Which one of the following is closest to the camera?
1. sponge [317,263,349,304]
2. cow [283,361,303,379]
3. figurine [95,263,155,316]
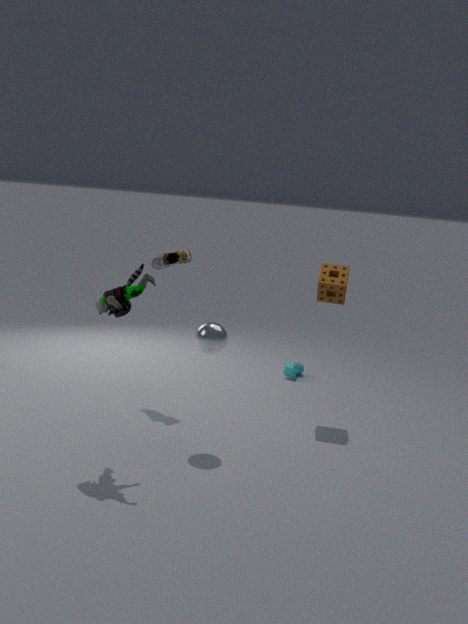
figurine [95,263,155,316]
